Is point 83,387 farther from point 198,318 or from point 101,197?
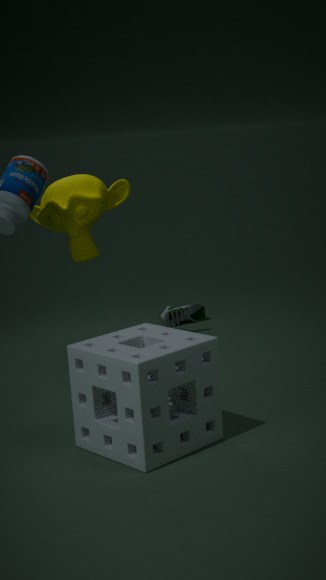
point 198,318
